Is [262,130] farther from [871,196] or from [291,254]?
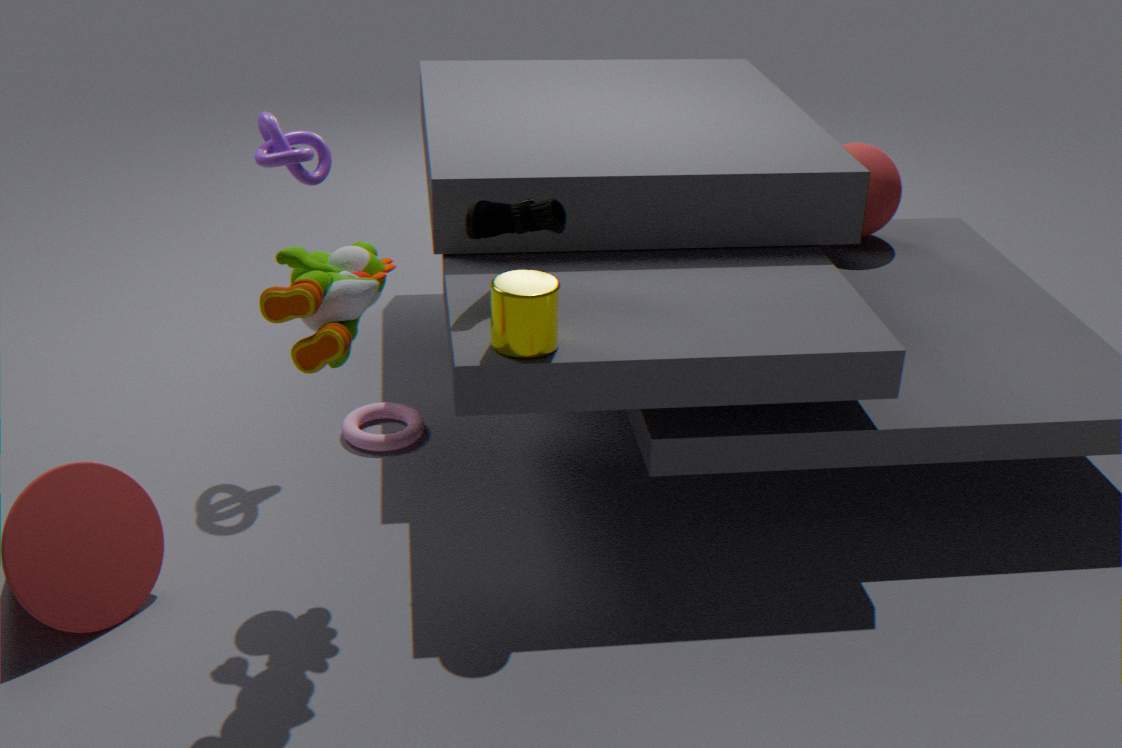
[871,196]
